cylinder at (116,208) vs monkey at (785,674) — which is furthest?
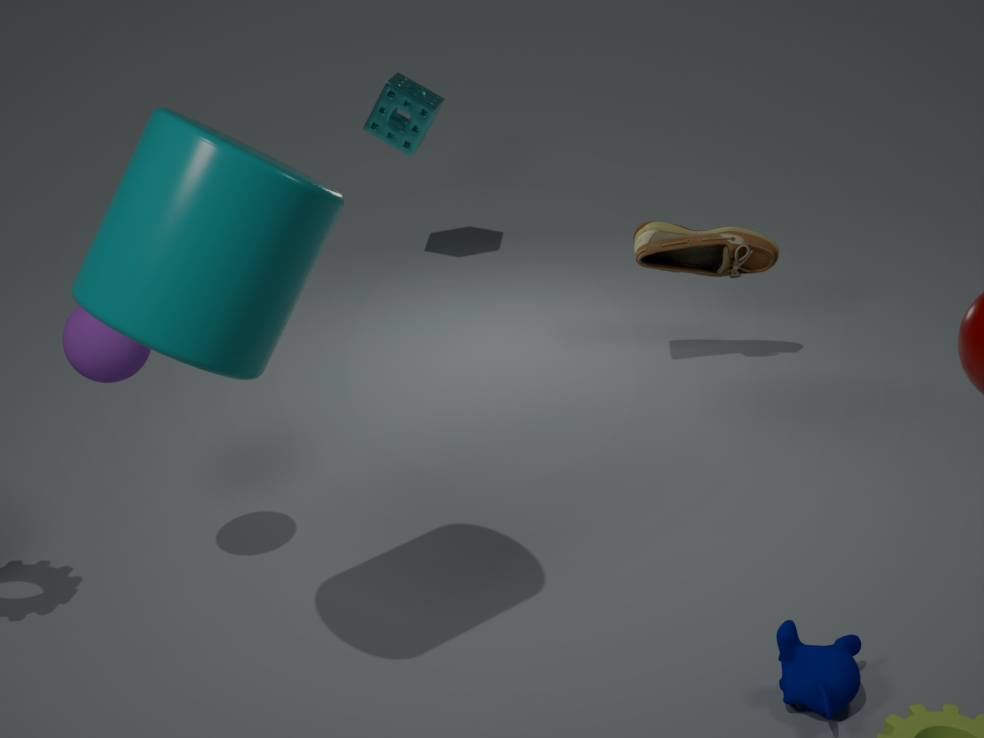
monkey at (785,674)
